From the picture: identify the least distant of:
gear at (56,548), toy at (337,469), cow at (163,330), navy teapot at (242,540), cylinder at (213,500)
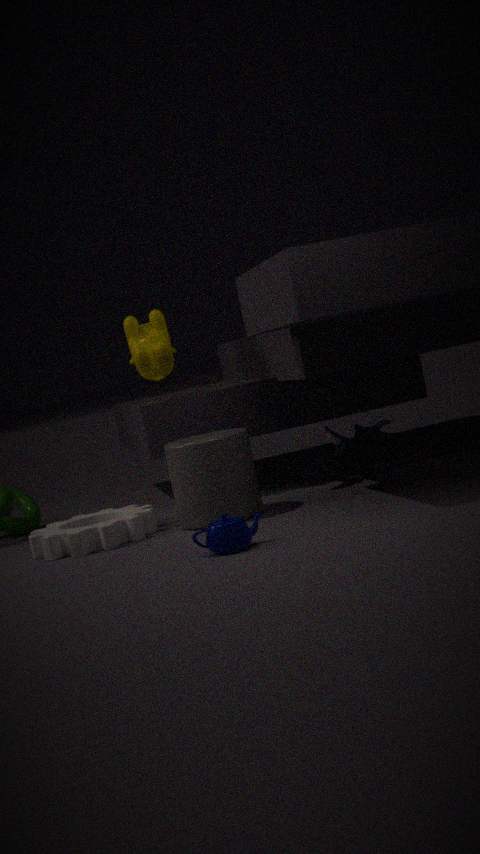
navy teapot at (242,540)
